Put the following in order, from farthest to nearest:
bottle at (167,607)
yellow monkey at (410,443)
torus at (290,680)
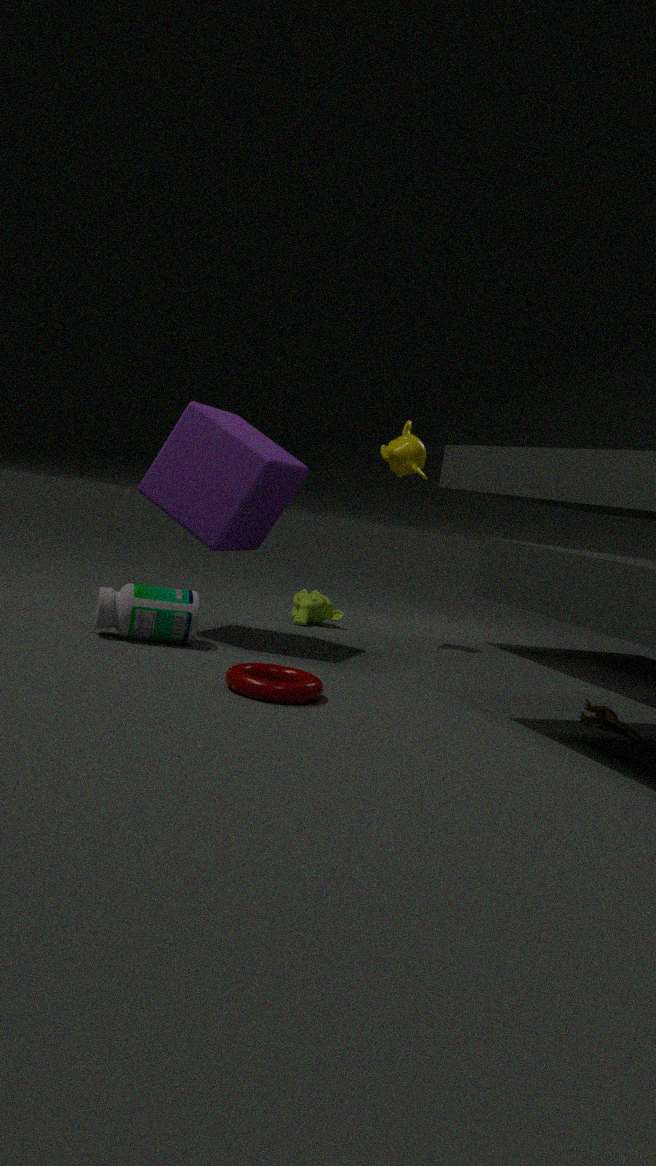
yellow monkey at (410,443) → bottle at (167,607) → torus at (290,680)
